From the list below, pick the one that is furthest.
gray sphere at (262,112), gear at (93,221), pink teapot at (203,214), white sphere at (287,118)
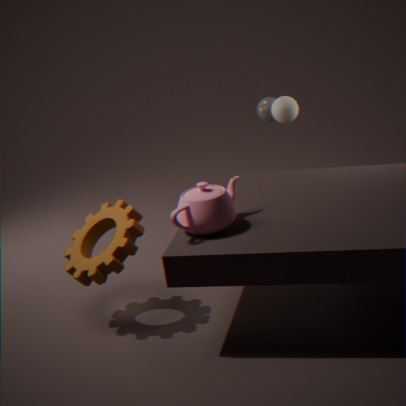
gray sphere at (262,112)
